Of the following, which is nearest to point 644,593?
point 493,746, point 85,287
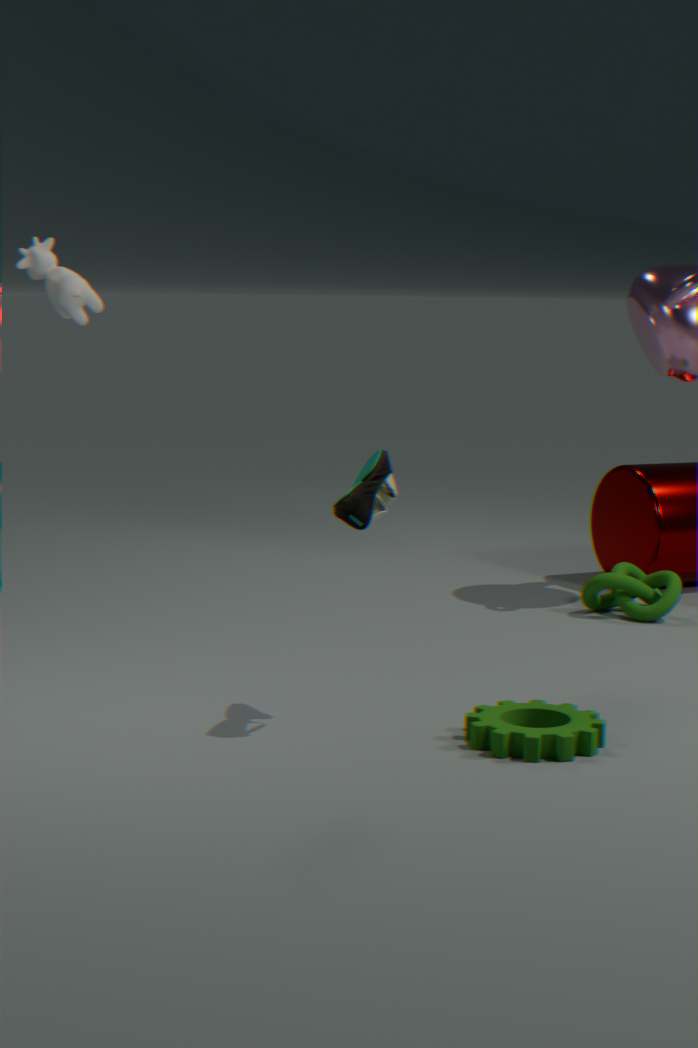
point 493,746
